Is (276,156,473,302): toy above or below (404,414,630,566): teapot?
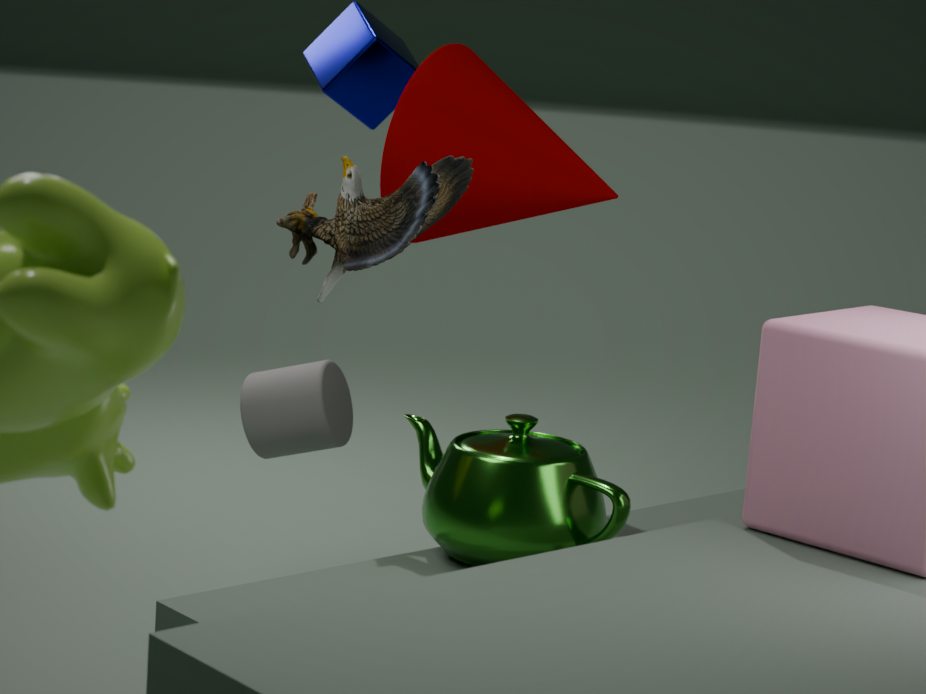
above
